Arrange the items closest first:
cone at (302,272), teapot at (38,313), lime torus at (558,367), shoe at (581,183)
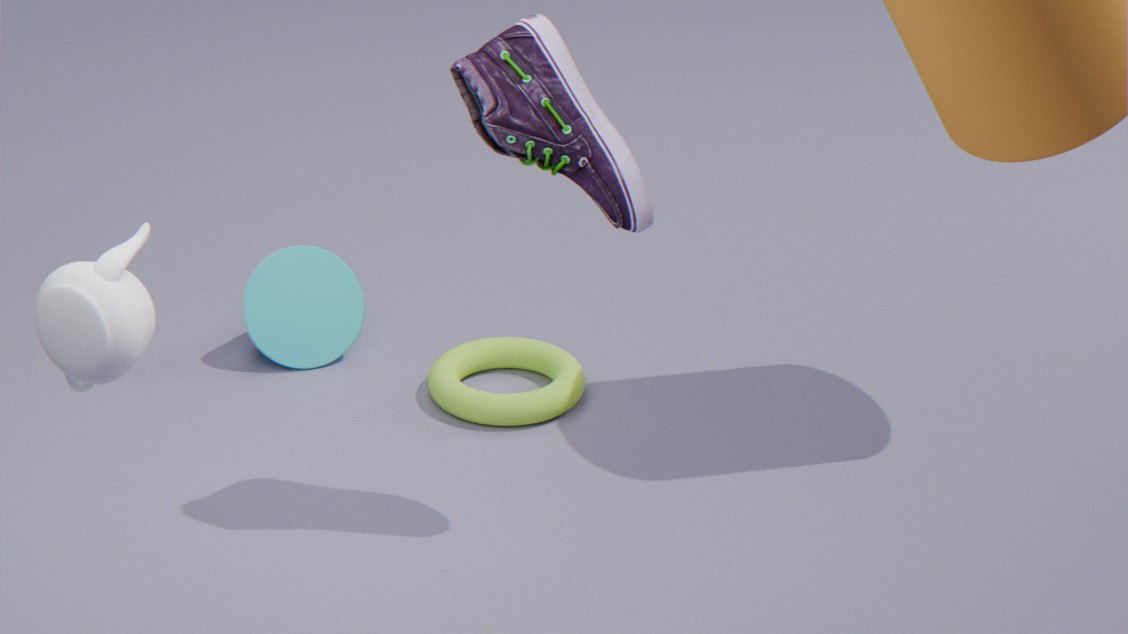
1. teapot at (38,313)
2. shoe at (581,183)
3. lime torus at (558,367)
4. cone at (302,272)
